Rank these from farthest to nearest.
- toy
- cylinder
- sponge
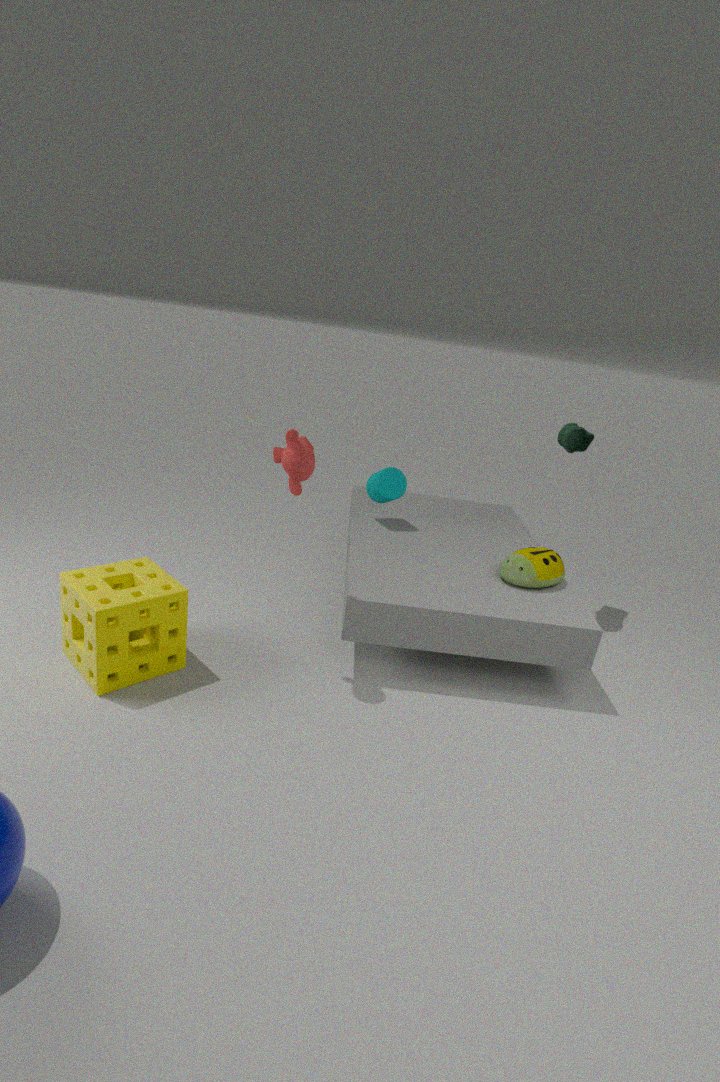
cylinder
toy
sponge
